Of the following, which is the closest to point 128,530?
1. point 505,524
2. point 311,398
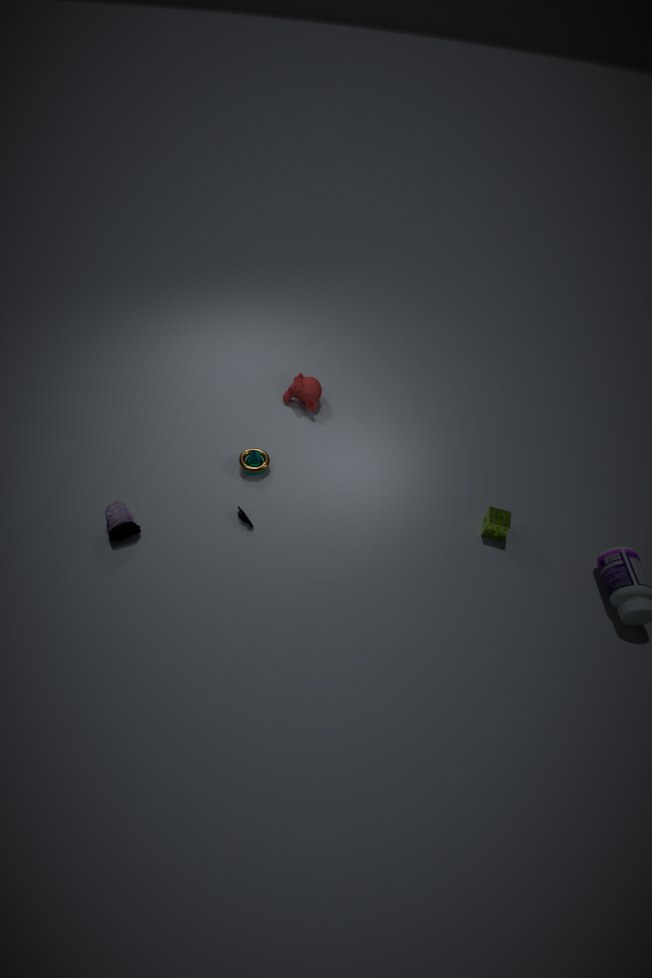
point 311,398
